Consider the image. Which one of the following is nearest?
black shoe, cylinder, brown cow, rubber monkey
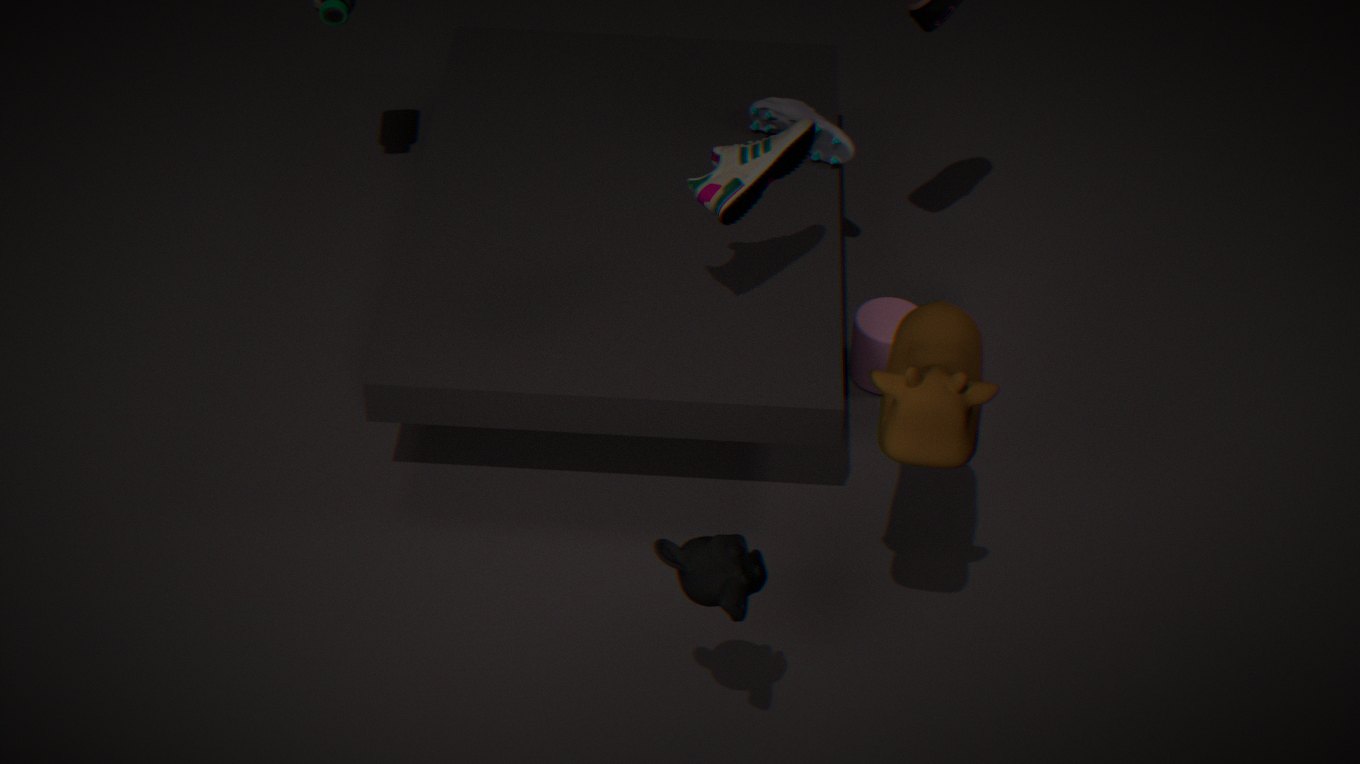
rubber monkey
